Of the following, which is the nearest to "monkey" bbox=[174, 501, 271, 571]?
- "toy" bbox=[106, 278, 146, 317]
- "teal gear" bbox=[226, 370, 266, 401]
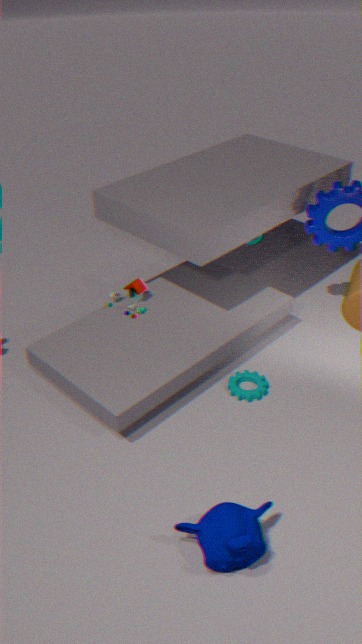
"teal gear" bbox=[226, 370, 266, 401]
